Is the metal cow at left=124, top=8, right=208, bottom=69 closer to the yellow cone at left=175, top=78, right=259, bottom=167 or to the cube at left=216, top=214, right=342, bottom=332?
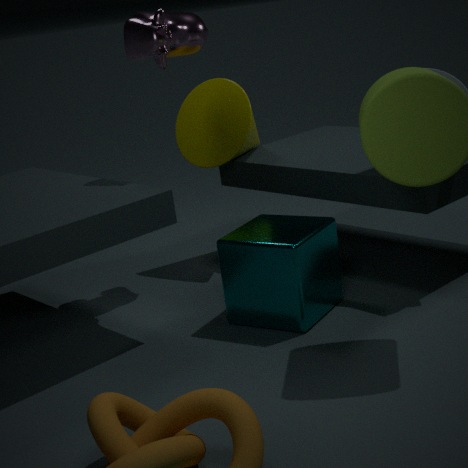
the yellow cone at left=175, top=78, right=259, bottom=167
